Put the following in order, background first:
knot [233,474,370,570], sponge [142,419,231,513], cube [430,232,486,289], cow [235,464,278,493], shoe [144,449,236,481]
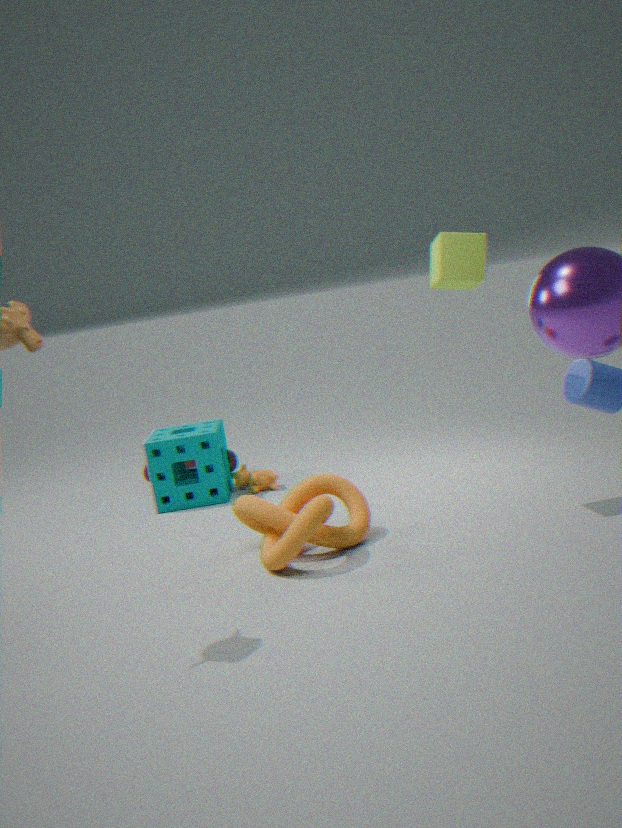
shoe [144,449,236,481], cow [235,464,278,493], sponge [142,419,231,513], cube [430,232,486,289], knot [233,474,370,570]
